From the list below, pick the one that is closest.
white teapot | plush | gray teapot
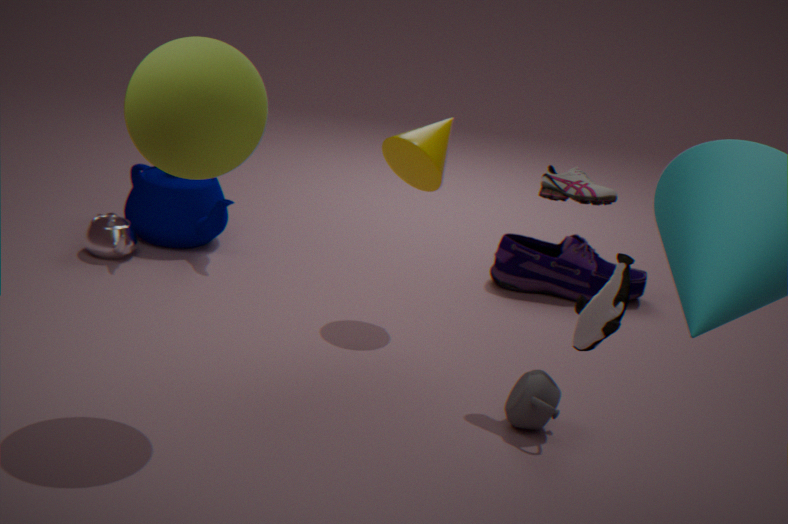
plush
